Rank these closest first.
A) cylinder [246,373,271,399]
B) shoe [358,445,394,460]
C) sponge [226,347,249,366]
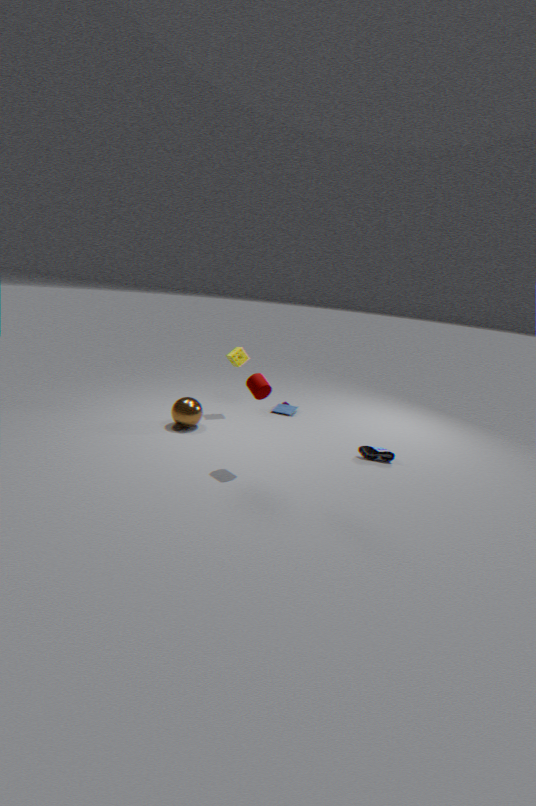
cylinder [246,373,271,399]
shoe [358,445,394,460]
sponge [226,347,249,366]
